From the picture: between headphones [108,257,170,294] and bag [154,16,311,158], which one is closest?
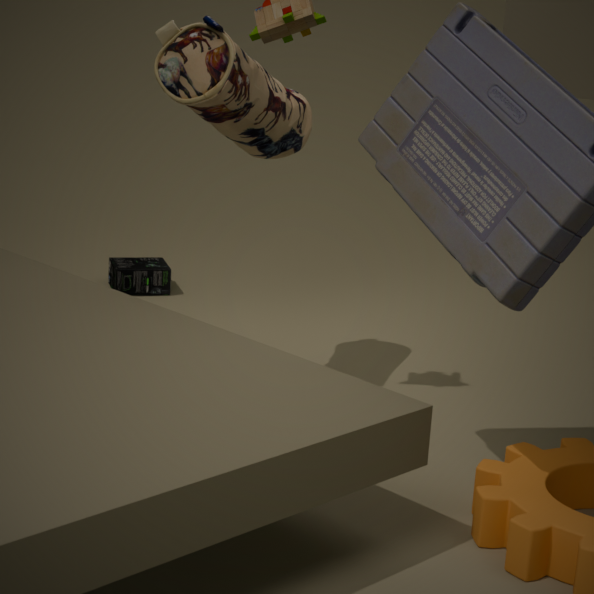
bag [154,16,311,158]
